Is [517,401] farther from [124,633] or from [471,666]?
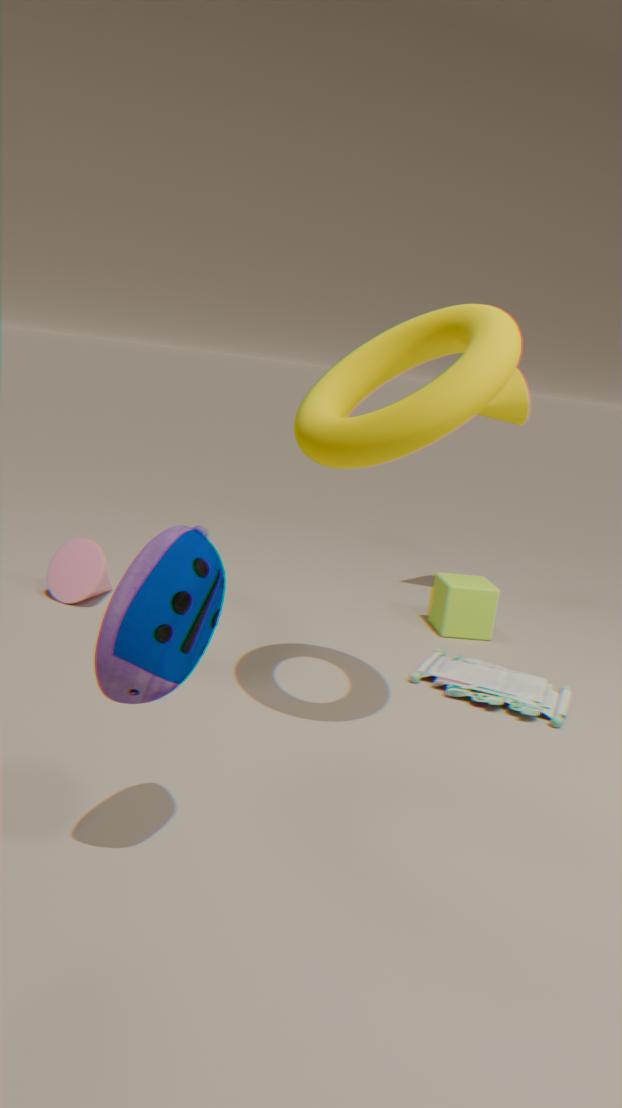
[124,633]
